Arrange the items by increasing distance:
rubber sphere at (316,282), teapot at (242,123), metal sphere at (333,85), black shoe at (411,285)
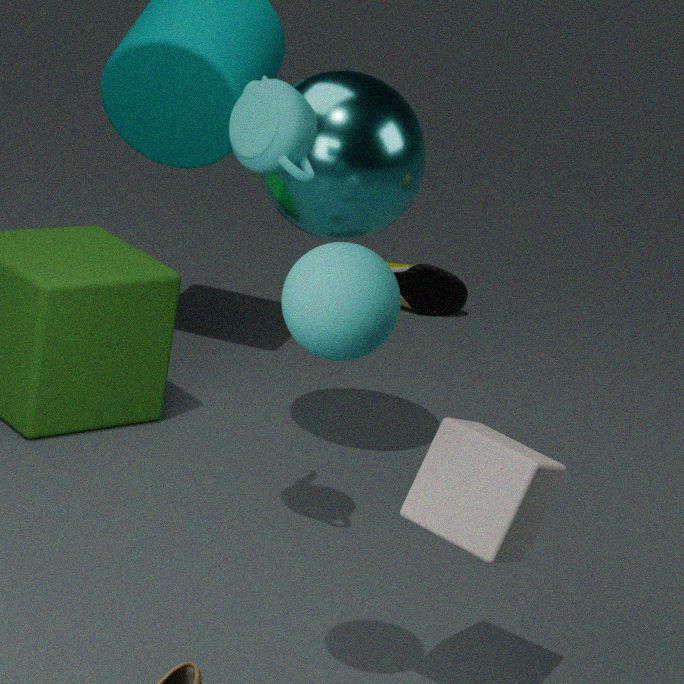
rubber sphere at (316,282), teapot at (242,123), metal sphere at (333,85), black shoe at (411,285)
